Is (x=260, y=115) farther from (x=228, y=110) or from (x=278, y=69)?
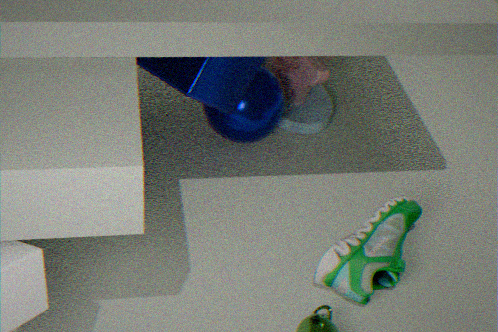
(x=228, y=110)
